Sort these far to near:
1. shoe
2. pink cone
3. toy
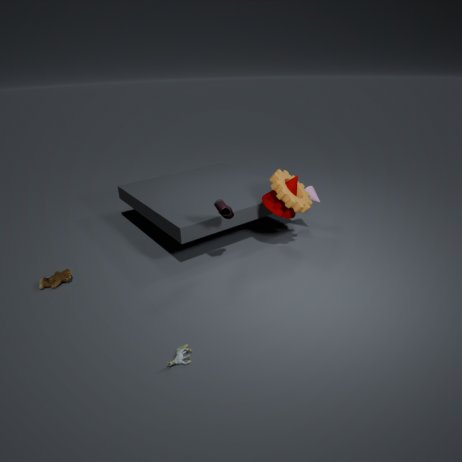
pink cone → shoe → toy
